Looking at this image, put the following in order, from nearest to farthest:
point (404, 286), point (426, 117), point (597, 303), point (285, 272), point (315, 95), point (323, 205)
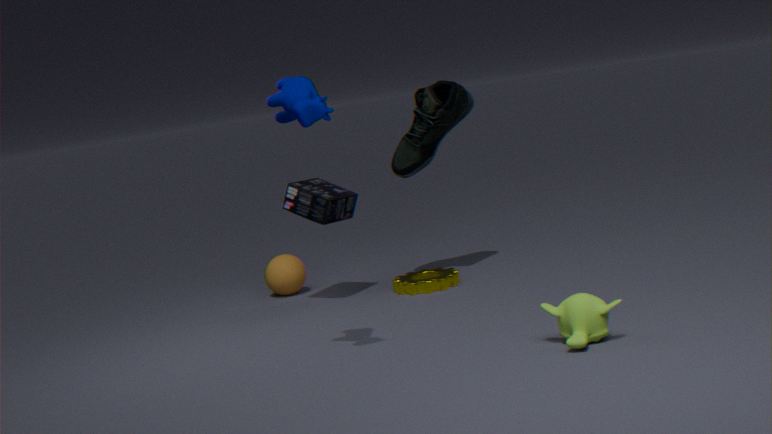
point (315, 95) → point (597, 303) → point (323, 205) → point (404, 286) → point (426, 117) → point (285, 272)
